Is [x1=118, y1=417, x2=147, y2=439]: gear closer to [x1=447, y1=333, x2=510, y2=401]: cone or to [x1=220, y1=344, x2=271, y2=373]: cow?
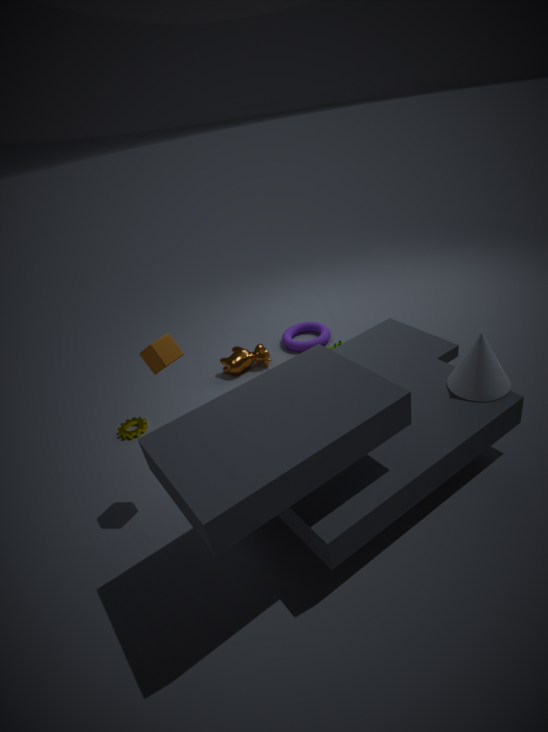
[x1=220, y1=344, x2=271, y2=373]: cow
